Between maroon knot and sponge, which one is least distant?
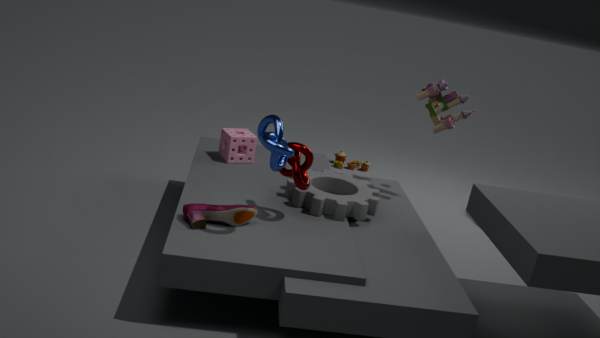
maroon knot
